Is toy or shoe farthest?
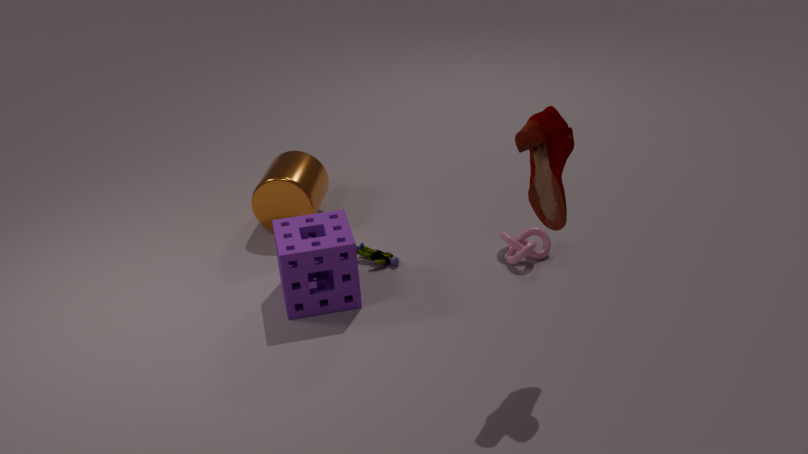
toy
